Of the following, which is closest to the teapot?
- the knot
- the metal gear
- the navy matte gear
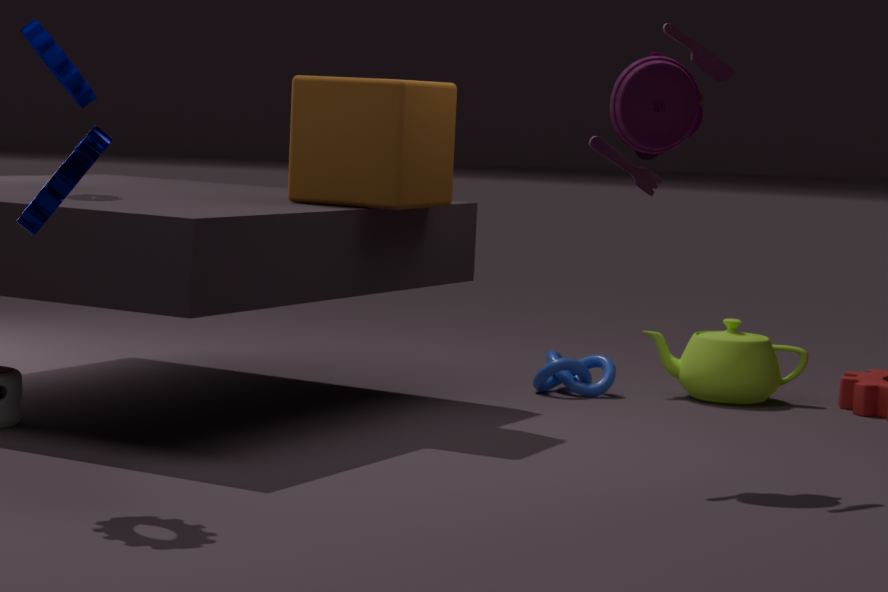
the knot
